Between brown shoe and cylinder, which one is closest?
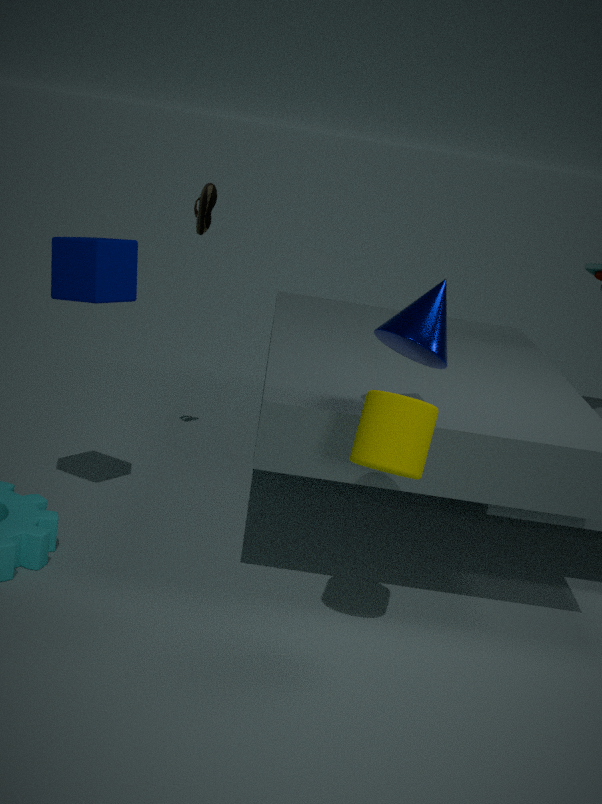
cylinder
